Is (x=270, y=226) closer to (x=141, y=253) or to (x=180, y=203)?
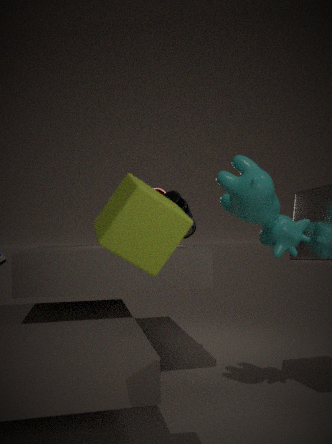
(x=180, y=203)
